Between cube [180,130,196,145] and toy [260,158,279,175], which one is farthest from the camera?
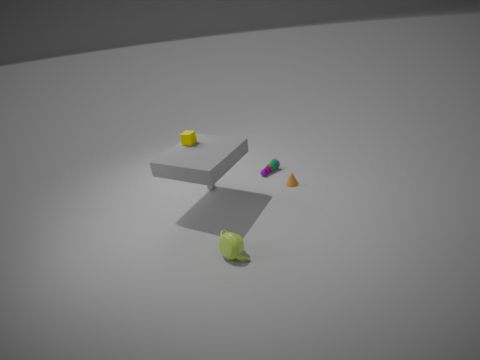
toy [260,158,279,175]
